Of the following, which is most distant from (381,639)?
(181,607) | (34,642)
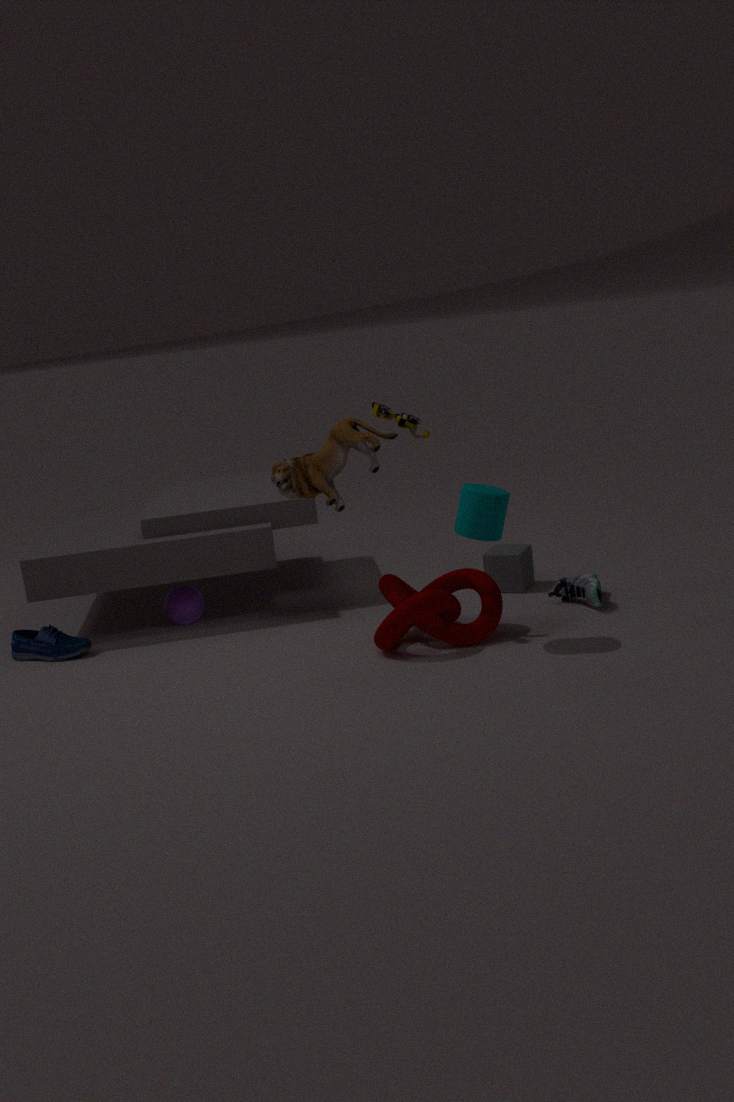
(34,642)
